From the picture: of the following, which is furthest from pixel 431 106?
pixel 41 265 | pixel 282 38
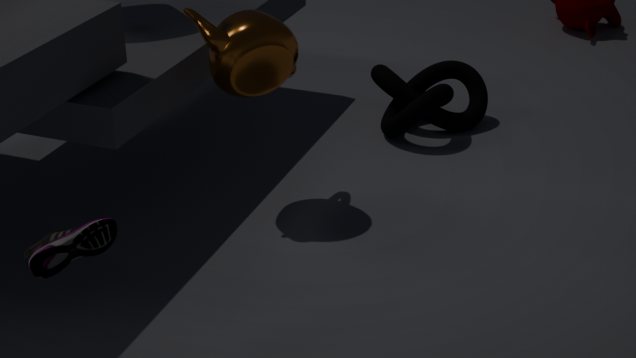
pixel 41 265
